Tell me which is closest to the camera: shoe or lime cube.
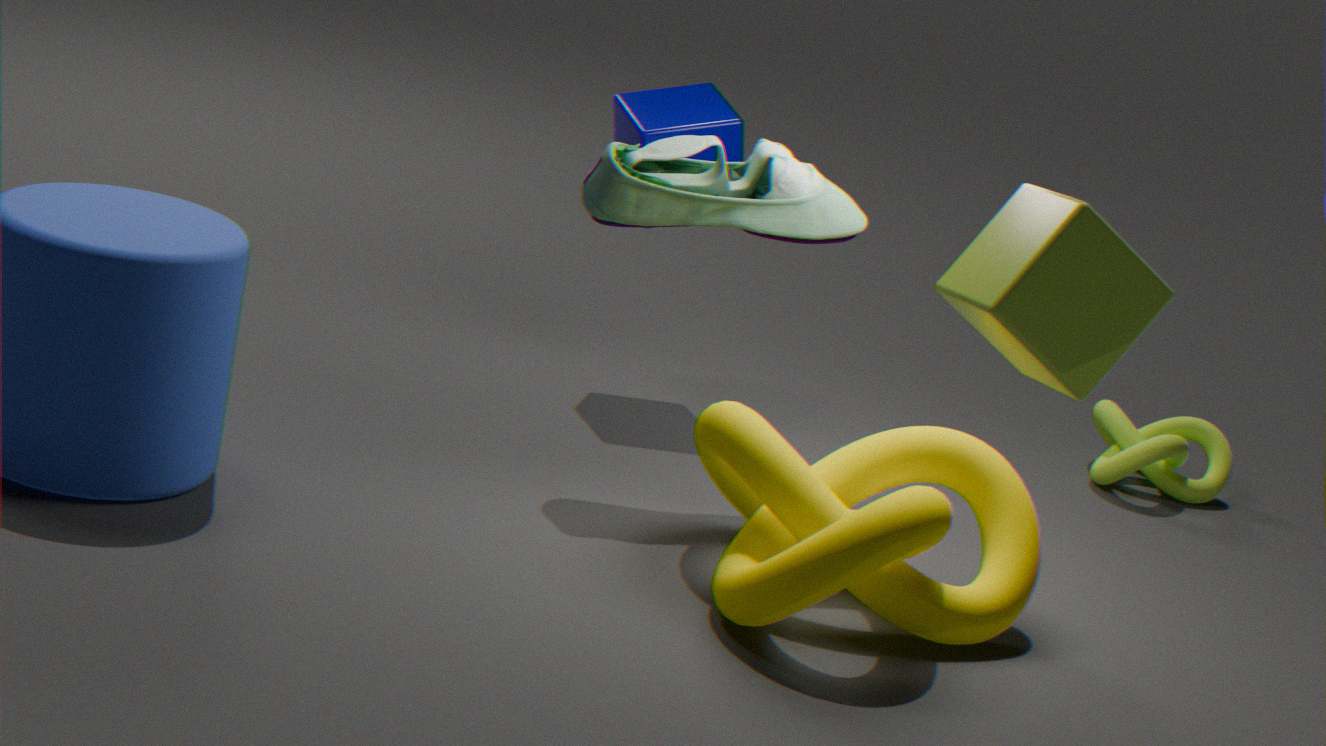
lime cube
